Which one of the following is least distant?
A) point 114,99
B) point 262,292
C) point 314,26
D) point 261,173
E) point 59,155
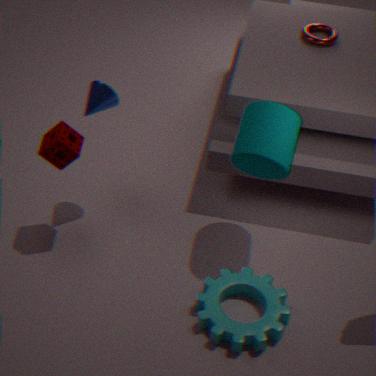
point 262,292
